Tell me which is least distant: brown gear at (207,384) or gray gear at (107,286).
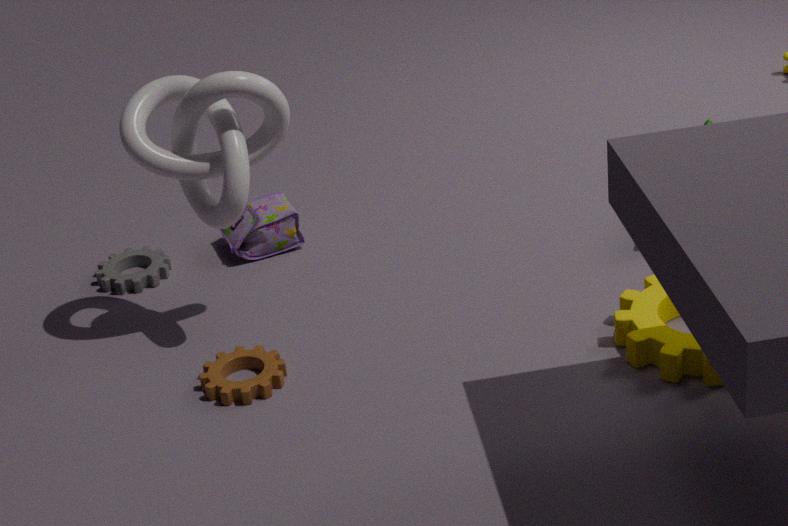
brown gear at (207,384)
